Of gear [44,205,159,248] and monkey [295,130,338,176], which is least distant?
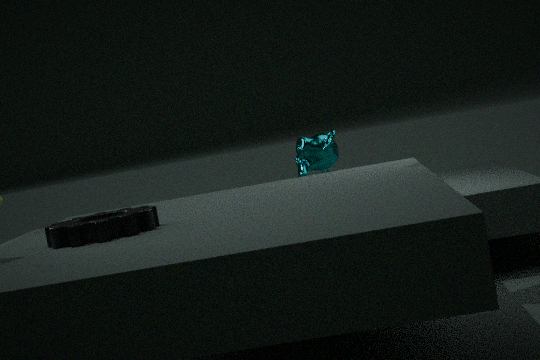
gear [44,205,159,248]
